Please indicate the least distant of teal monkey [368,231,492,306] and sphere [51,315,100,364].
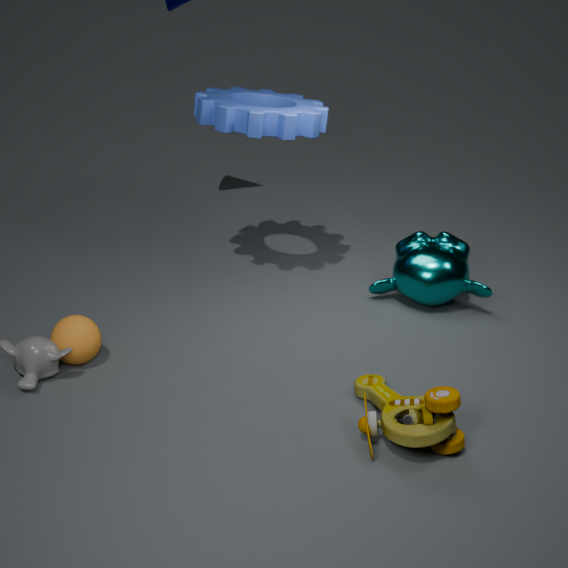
sphere [51,315,100,364]
